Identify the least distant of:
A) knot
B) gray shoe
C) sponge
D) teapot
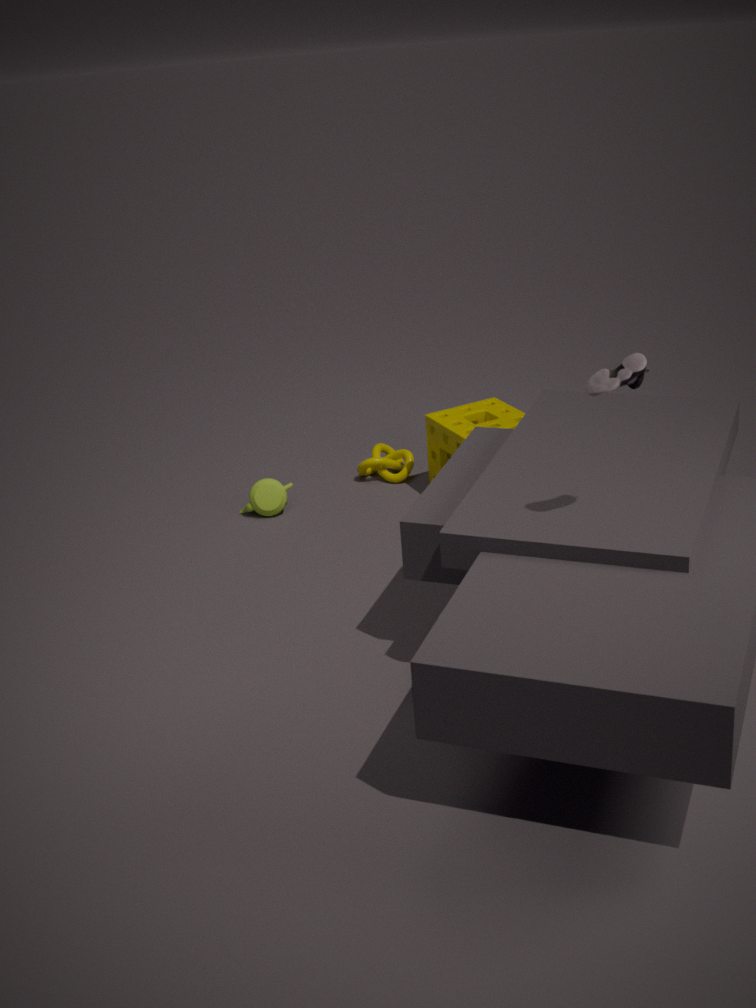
gray shoe
